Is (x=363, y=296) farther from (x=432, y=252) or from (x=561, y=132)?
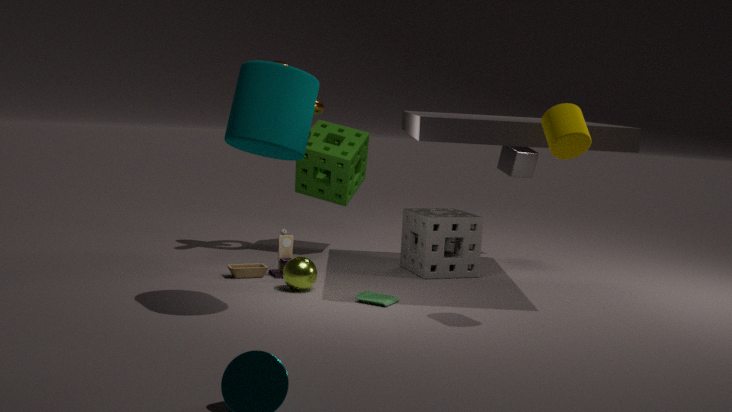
(x=561, y=132)
